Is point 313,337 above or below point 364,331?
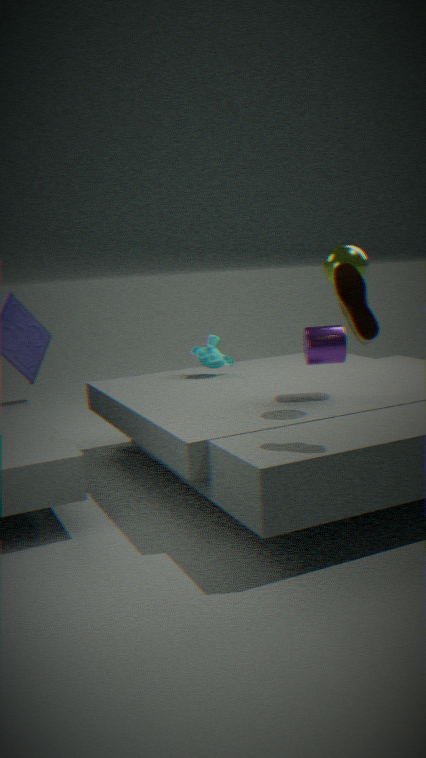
below
